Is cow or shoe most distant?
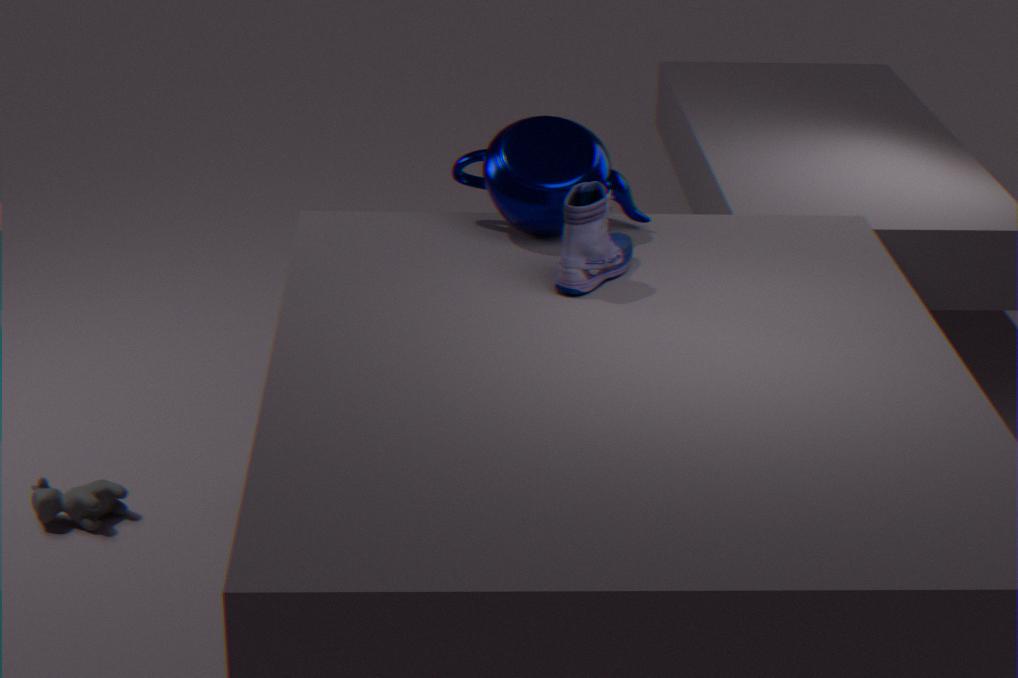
cow
